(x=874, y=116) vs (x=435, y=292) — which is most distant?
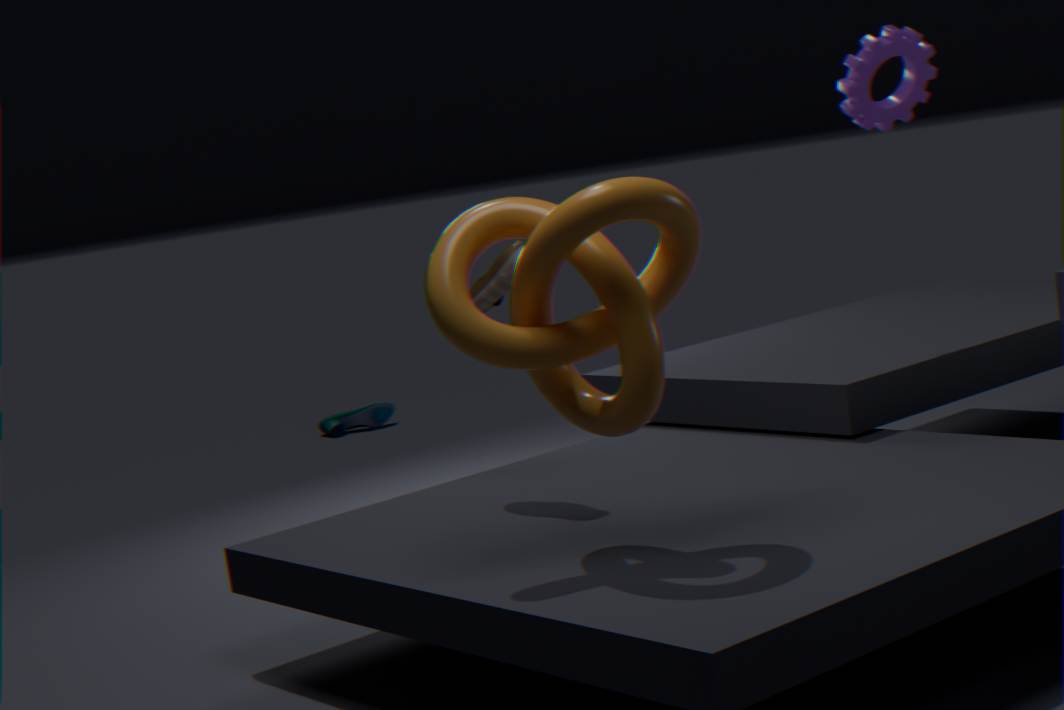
(x=874, y=116)
